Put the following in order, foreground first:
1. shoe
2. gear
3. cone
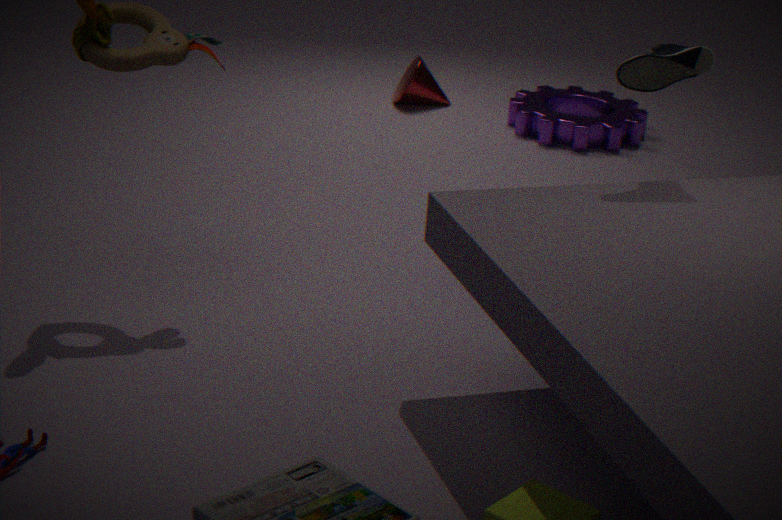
shoe → gear → cone
